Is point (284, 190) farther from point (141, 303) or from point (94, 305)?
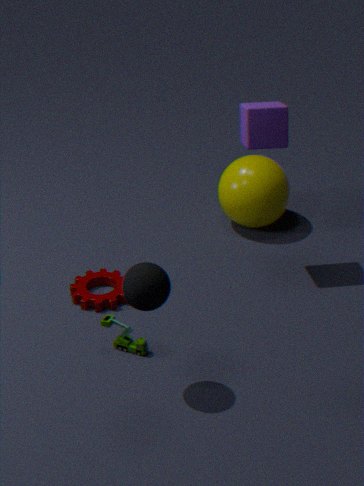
point (141, 303)
